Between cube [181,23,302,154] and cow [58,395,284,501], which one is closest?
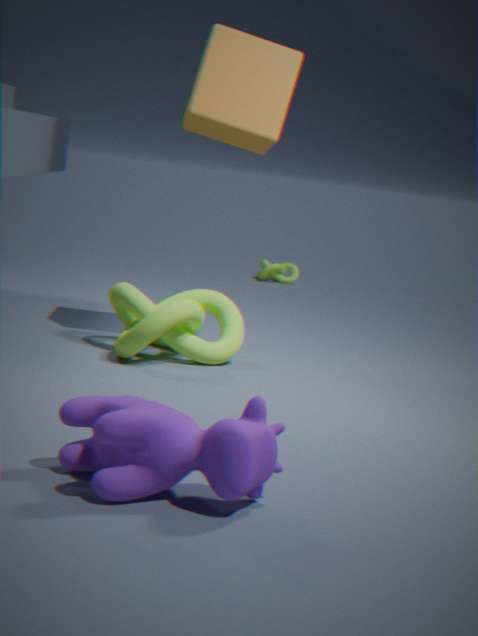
cow [58,395,284,501]
